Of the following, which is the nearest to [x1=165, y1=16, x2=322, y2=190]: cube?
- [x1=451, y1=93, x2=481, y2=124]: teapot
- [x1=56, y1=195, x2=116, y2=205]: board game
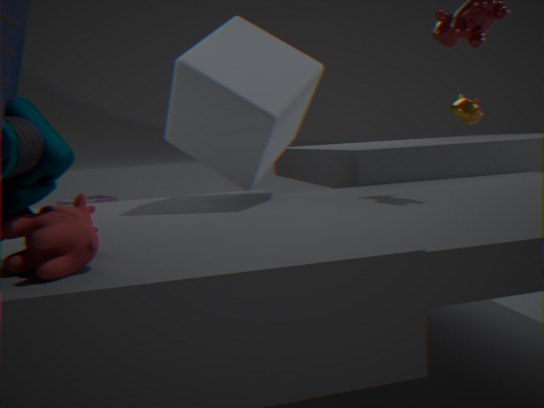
[x1=451, y1=93, x2=481, y2=124]: teapot
